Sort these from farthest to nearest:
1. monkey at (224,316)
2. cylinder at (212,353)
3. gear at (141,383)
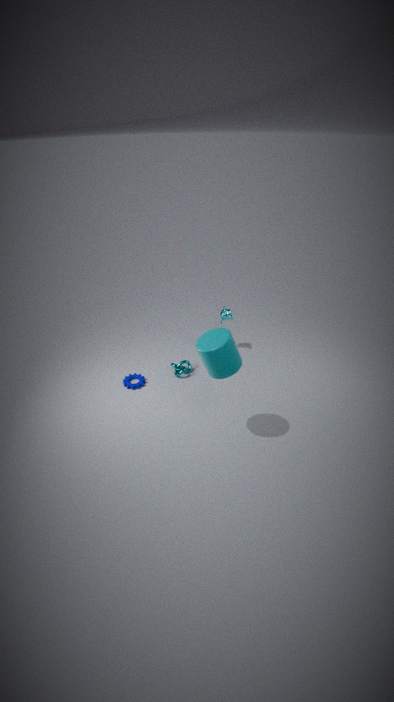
monkey at (224,316) → gear at (141,383) → cylinder at (212,353)
